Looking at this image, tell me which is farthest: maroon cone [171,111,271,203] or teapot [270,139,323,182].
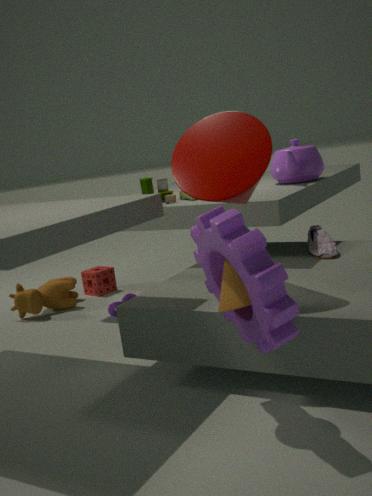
teapot [270,139,323,182]
